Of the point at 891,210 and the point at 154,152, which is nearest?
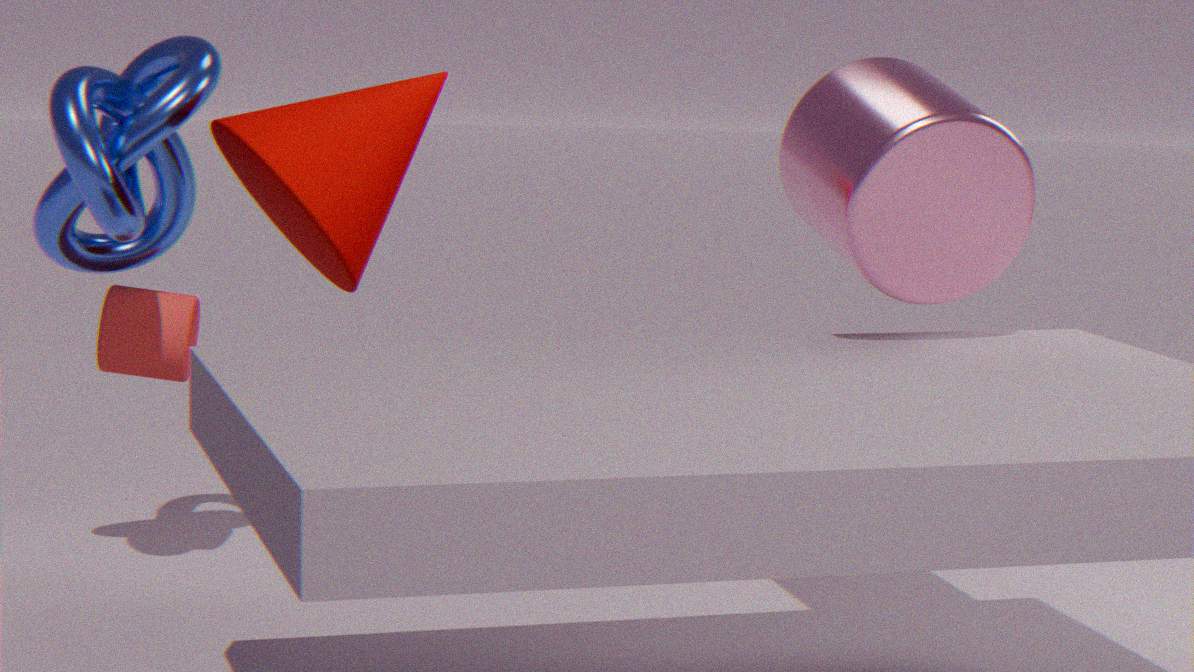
the point at 891,210
